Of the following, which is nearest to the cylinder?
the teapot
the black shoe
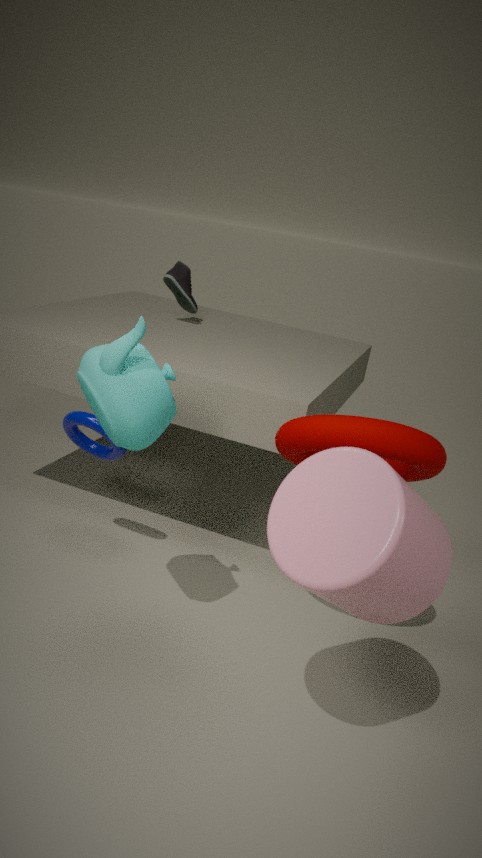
the teapot
